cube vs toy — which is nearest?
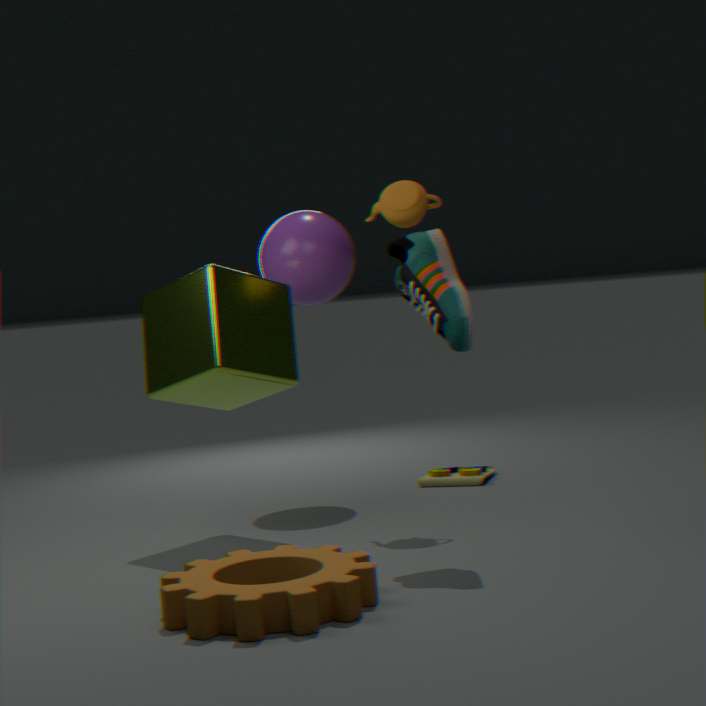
cube
